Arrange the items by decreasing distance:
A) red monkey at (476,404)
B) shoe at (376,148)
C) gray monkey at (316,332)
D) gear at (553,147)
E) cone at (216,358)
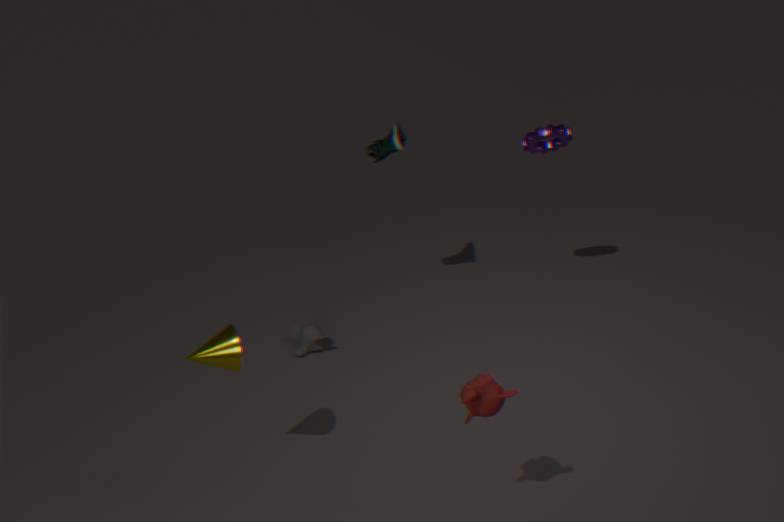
gray monkey at (316,332) < shoe at (376,148) < gear at (553,147) < cone at (216,358) < red monkey at (476,404)
